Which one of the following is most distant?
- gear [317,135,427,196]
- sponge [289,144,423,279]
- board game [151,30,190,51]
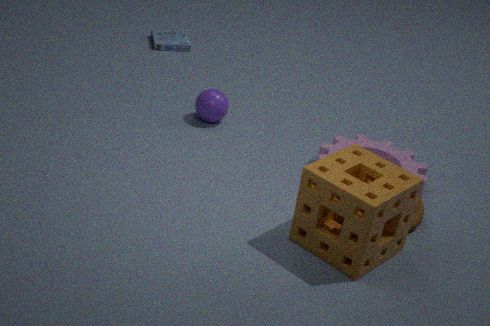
board game [151,30,190,51]
